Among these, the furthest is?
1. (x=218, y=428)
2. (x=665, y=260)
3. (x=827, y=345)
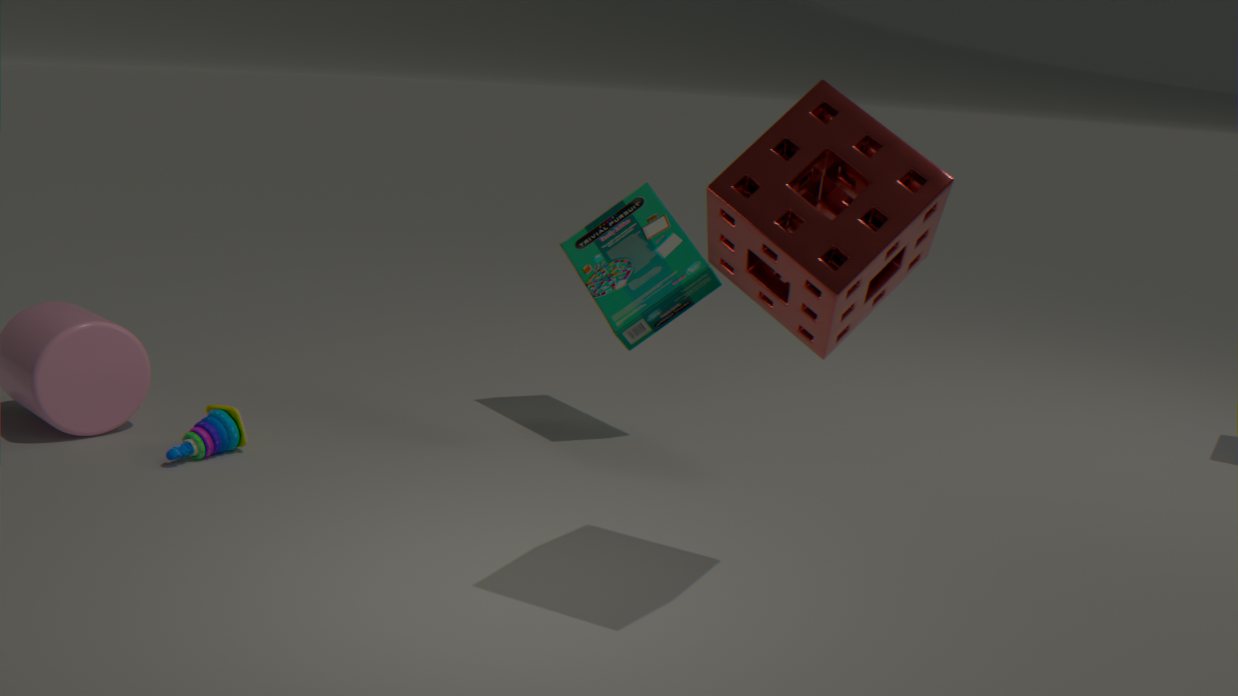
(x=665, y=260)
